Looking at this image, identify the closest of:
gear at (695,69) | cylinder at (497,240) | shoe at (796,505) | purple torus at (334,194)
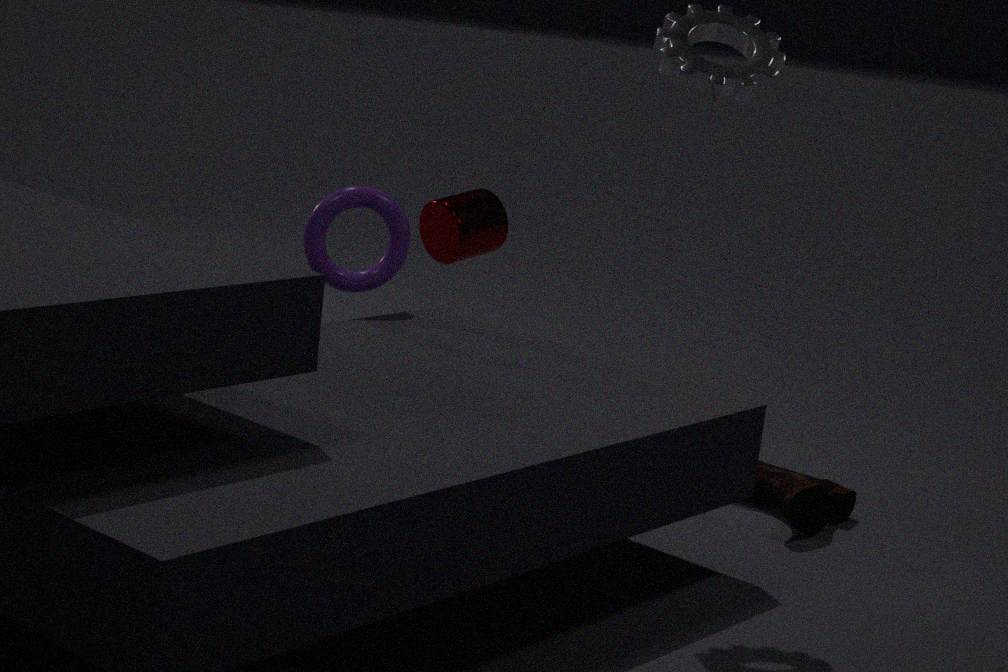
gear at (695,69)
